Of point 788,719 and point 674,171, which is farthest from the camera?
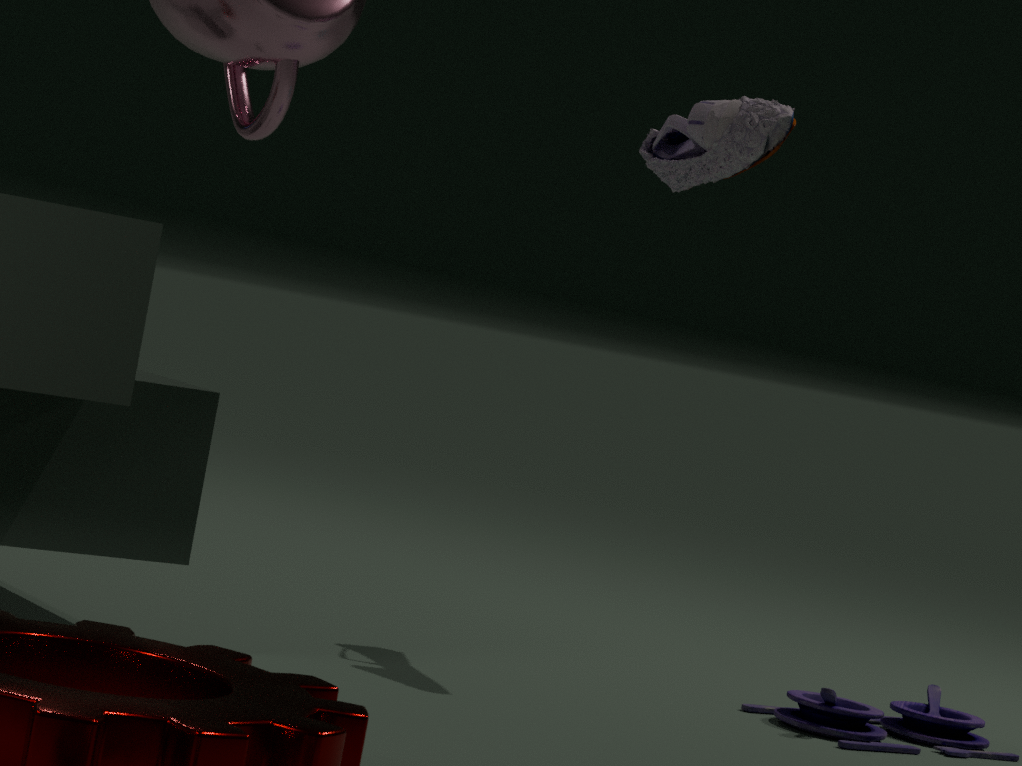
point 674,171
